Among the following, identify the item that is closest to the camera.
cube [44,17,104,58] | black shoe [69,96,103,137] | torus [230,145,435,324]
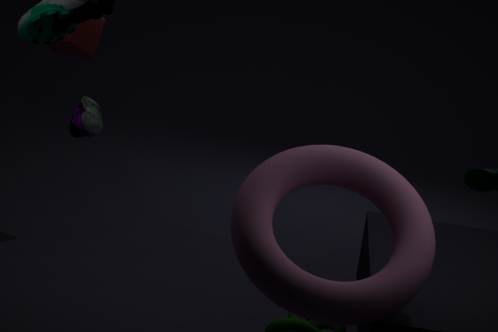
torus [230,145,435,324]
